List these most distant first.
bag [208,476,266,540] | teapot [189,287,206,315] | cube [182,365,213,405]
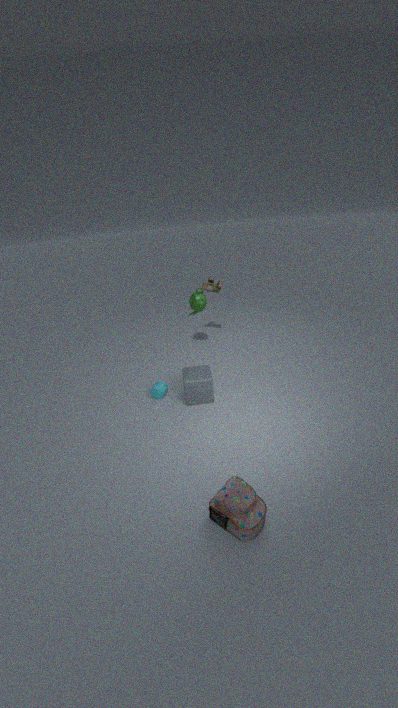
teapot [189,287,206,315]
cube [182,365,213,405]
bag [208,476,266,540]
